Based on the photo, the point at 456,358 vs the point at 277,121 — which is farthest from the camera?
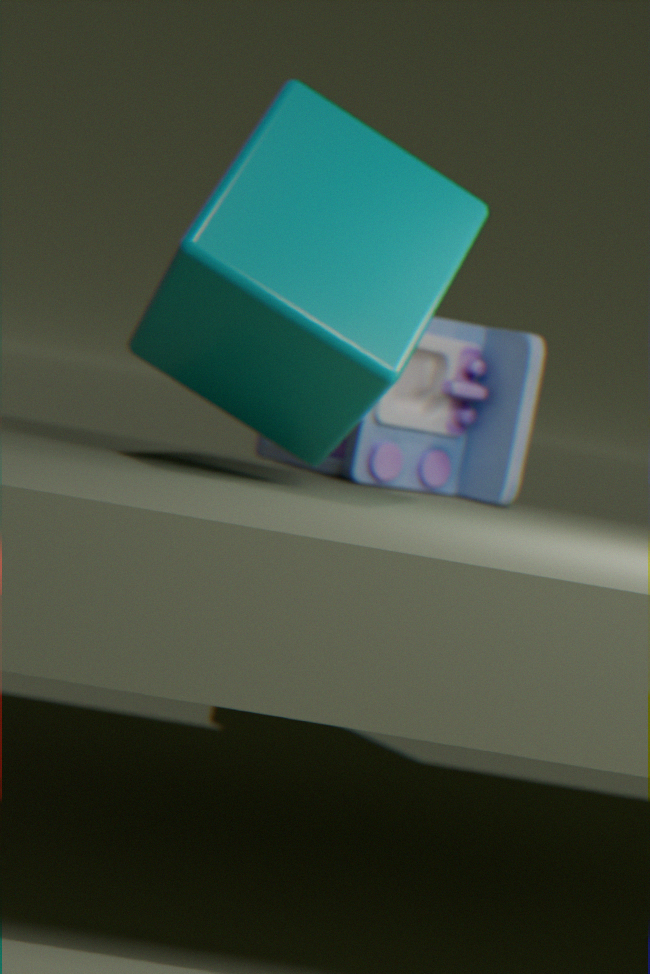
the point at 456,358
